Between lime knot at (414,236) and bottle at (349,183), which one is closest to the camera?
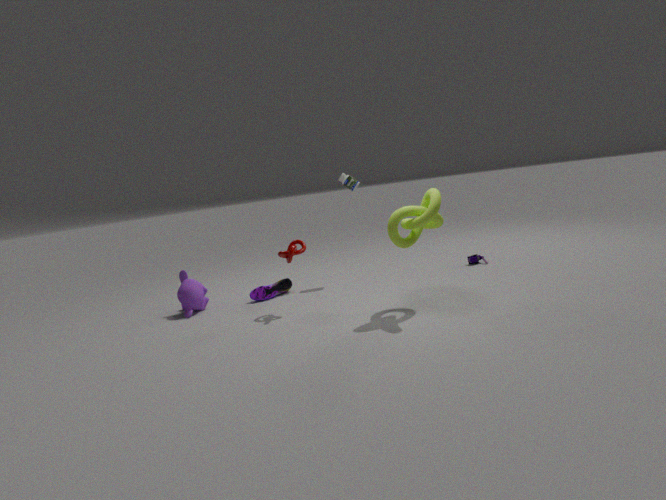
lime knot at (414,236)
